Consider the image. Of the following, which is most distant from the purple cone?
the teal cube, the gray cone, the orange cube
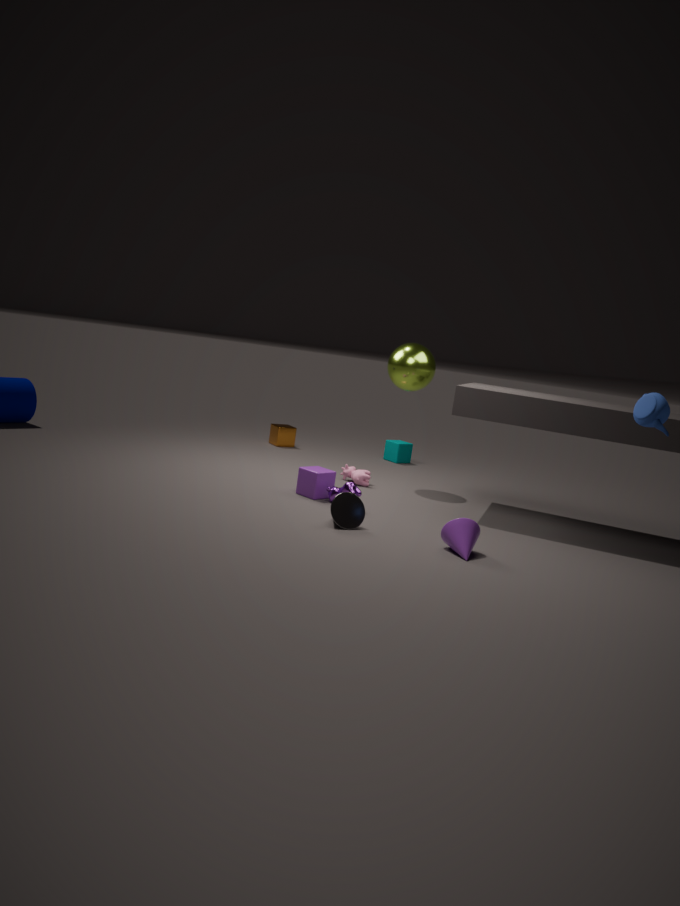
the orange cube
